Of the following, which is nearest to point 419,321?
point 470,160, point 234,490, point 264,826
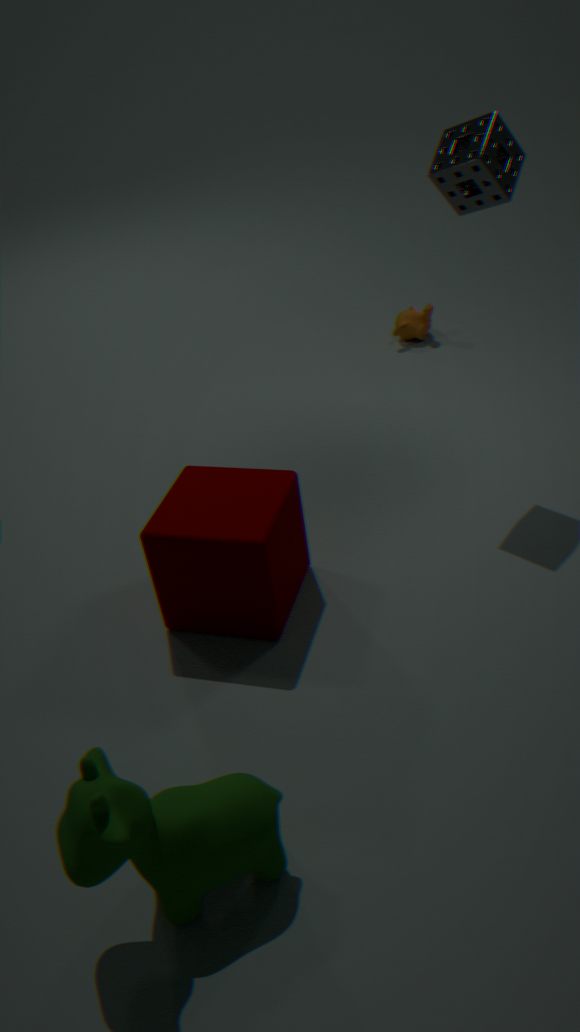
point 470,160
